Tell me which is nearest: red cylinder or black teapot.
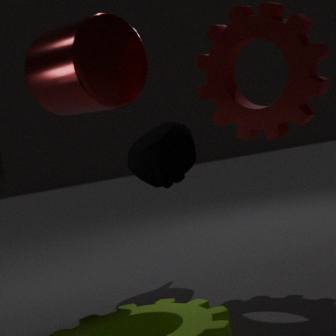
red cylinder
